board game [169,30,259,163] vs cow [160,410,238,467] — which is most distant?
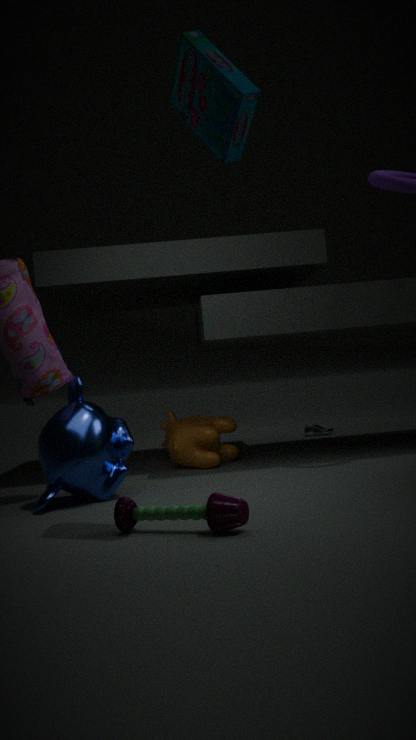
cow [160,410,238,467]
